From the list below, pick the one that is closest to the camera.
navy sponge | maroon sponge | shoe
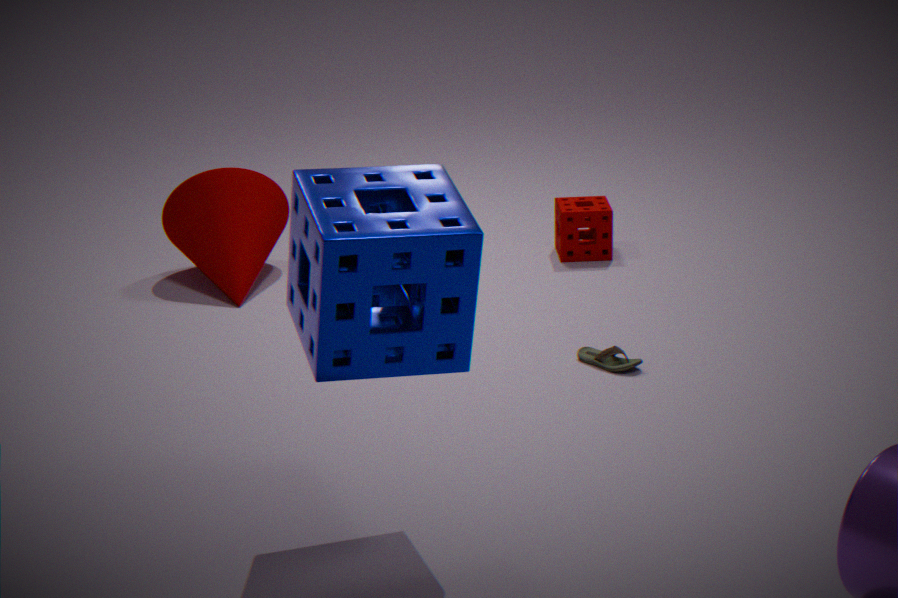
navy sponge
